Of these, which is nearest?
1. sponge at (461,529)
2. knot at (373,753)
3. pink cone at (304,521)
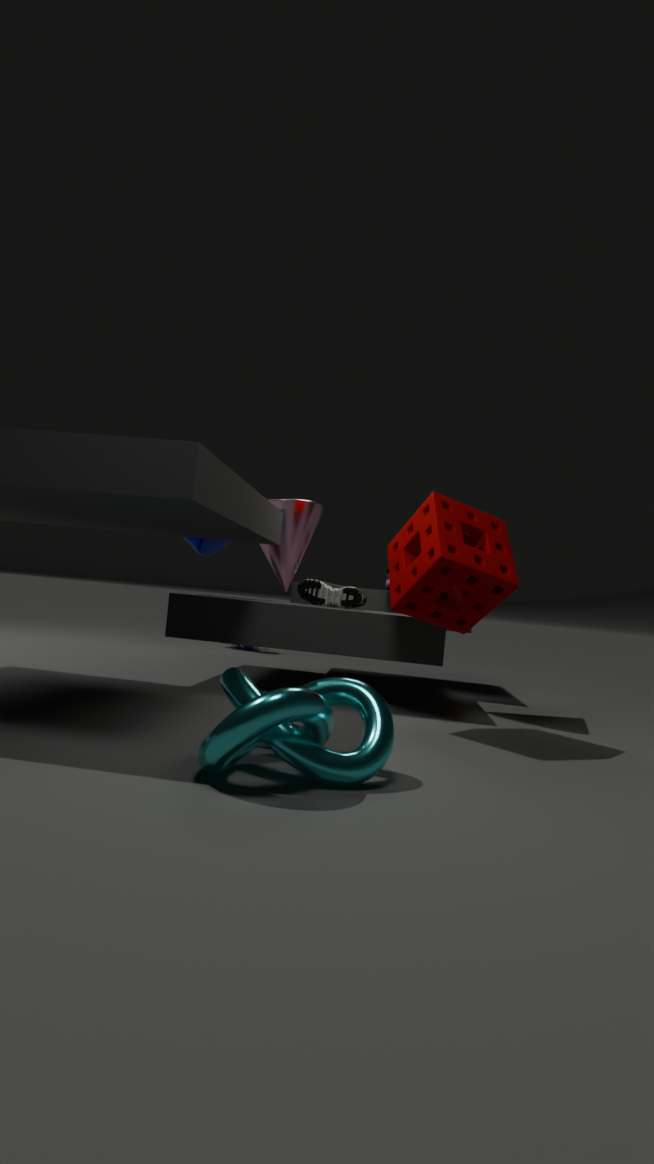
knot at (373,753)
